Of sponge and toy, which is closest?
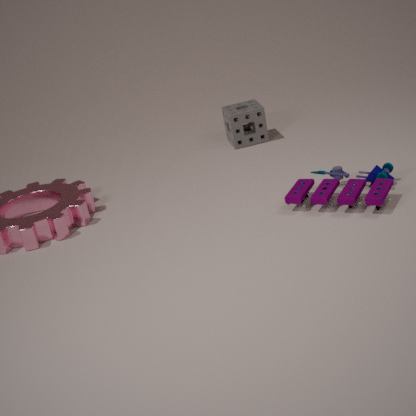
toy
